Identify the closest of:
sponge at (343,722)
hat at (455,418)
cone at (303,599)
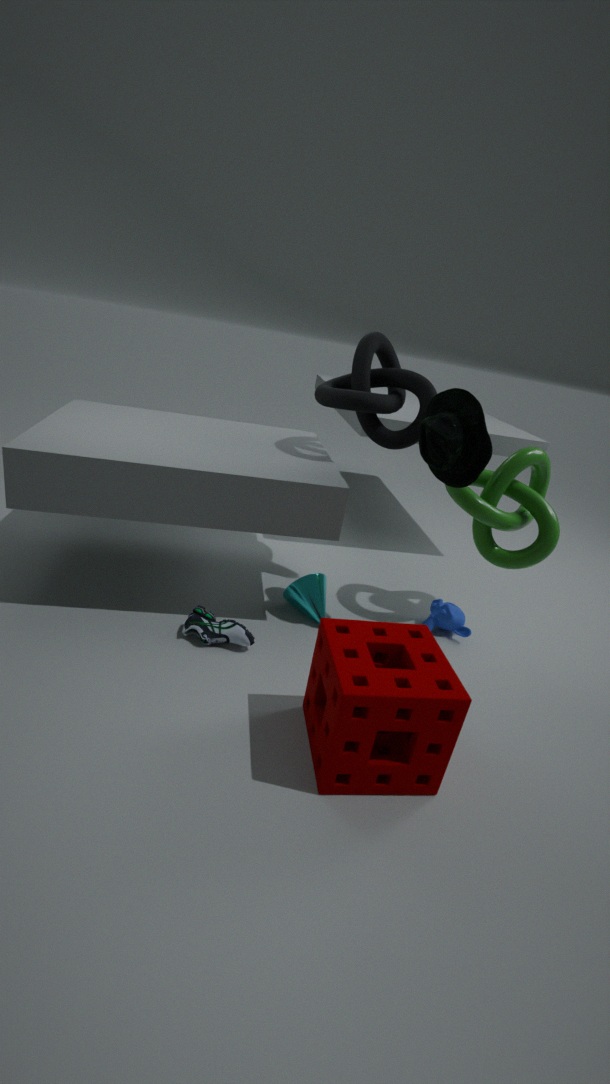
sponge at (343,722)
